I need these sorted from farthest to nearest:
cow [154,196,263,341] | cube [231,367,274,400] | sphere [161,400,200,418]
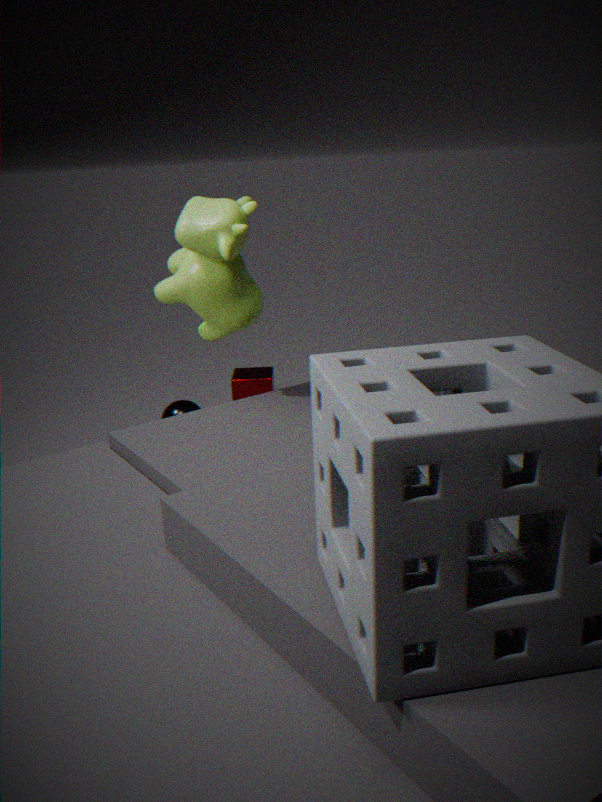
cube [231,367,274,400]
sphere [161,400,200,418]
cow [154,196,263,341]
